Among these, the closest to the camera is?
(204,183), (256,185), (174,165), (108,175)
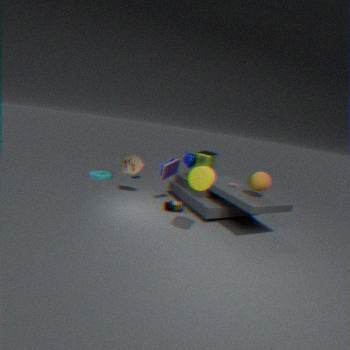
(204,183)
